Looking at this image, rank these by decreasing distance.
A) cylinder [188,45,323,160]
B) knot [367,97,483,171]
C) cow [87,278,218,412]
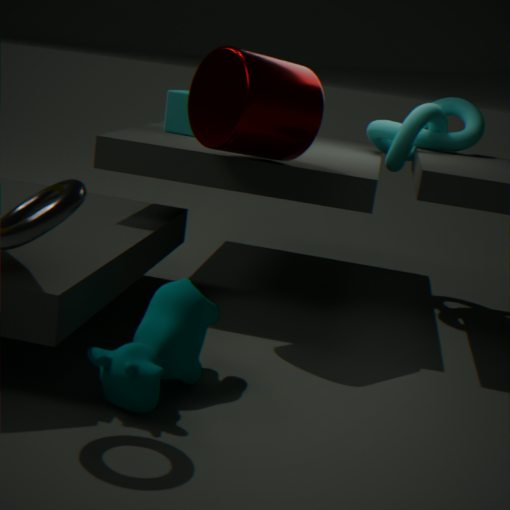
1. knot [367,97,483,171]
2. cylinder [188,45,323,160]
3. cow [87,278,218,412]
